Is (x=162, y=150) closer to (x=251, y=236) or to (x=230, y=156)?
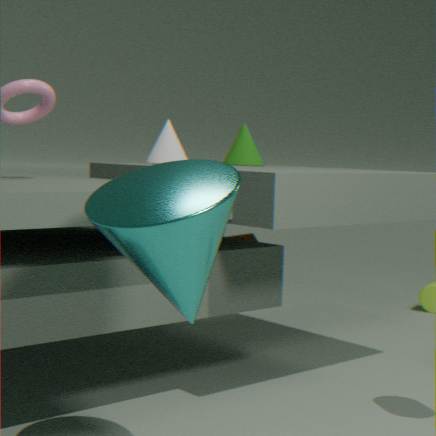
(x=230, y=156)
